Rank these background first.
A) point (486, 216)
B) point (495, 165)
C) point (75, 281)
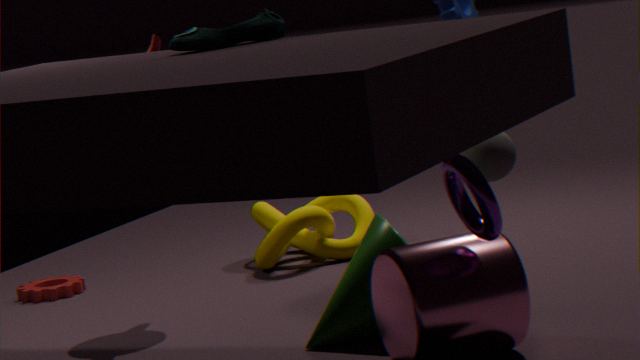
point (75, 281)
point (495, 165)
point (486, 216)
